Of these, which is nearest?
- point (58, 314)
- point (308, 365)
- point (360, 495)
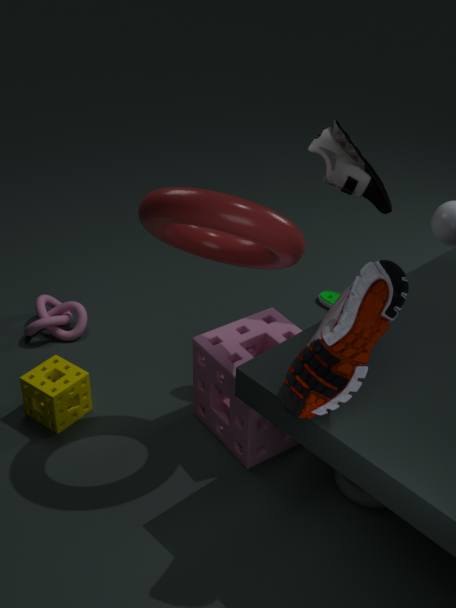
point (308, 365)
